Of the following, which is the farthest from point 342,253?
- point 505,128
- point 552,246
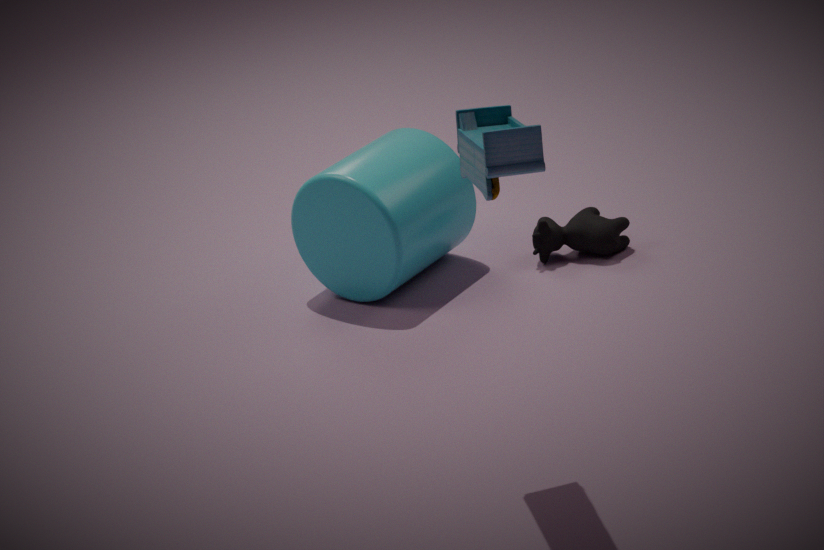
point 505,128
